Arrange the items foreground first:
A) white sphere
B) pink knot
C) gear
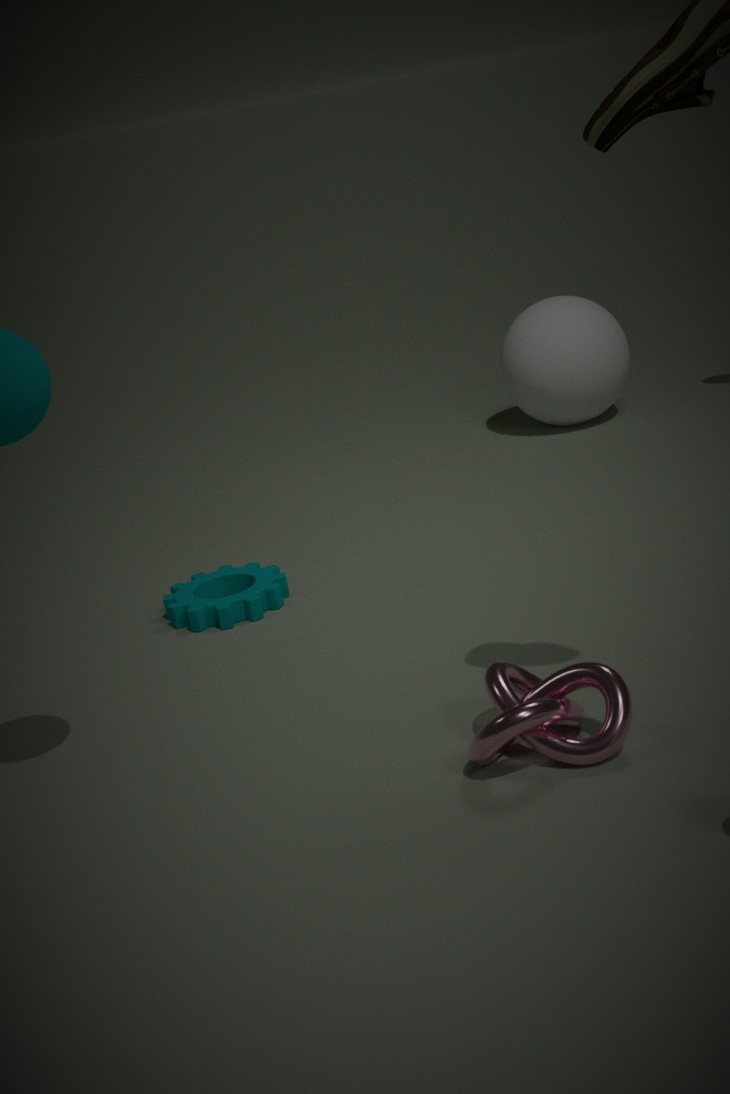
pink knot < gear < white sphere
